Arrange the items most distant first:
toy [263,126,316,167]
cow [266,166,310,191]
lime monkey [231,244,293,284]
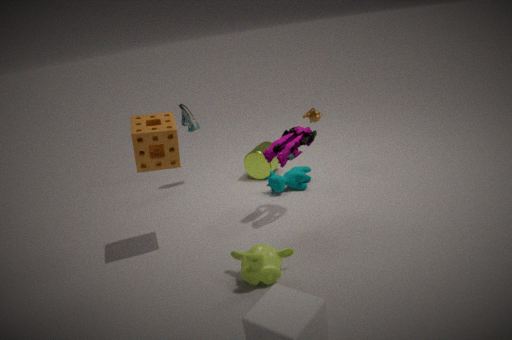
cow [266,166,310,191] → toy [263,126,316,167] → lime monkey [231,244,293,284]
